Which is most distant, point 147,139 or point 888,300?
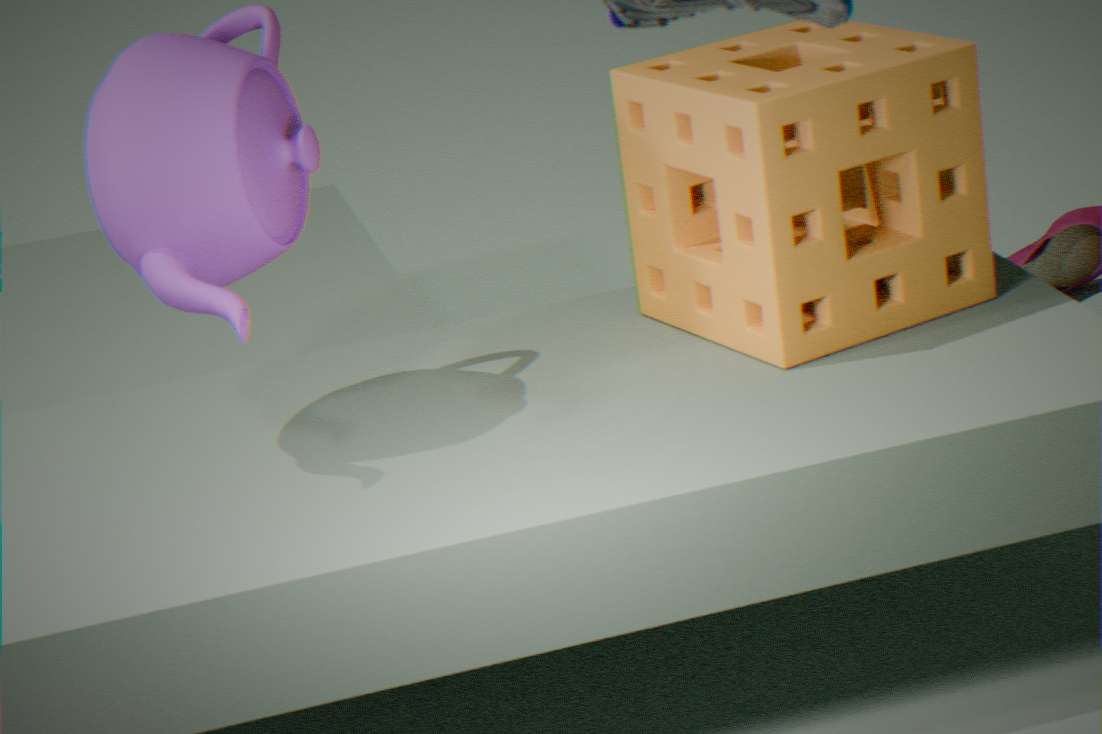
point 888,300
